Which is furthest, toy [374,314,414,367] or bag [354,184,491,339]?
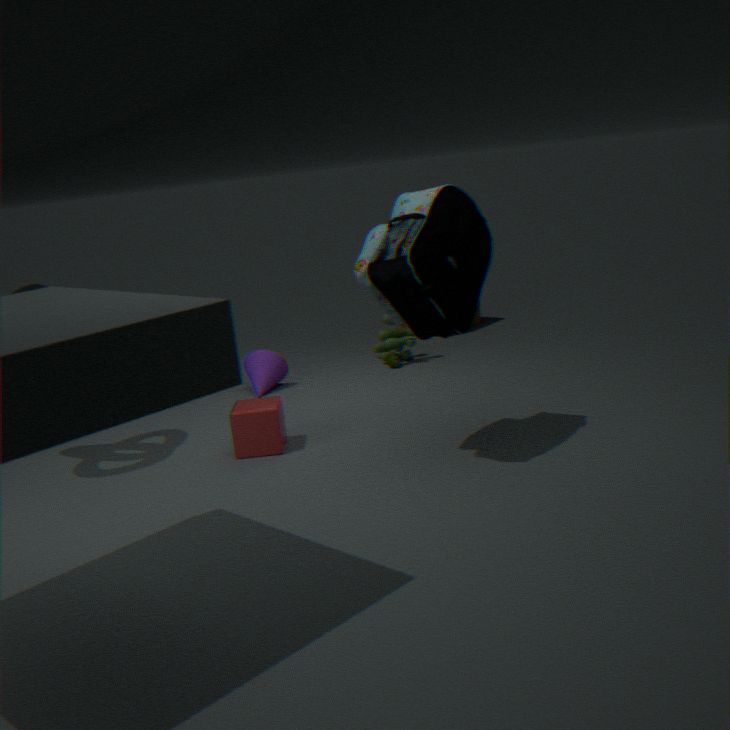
toy [374,314,414,367]
